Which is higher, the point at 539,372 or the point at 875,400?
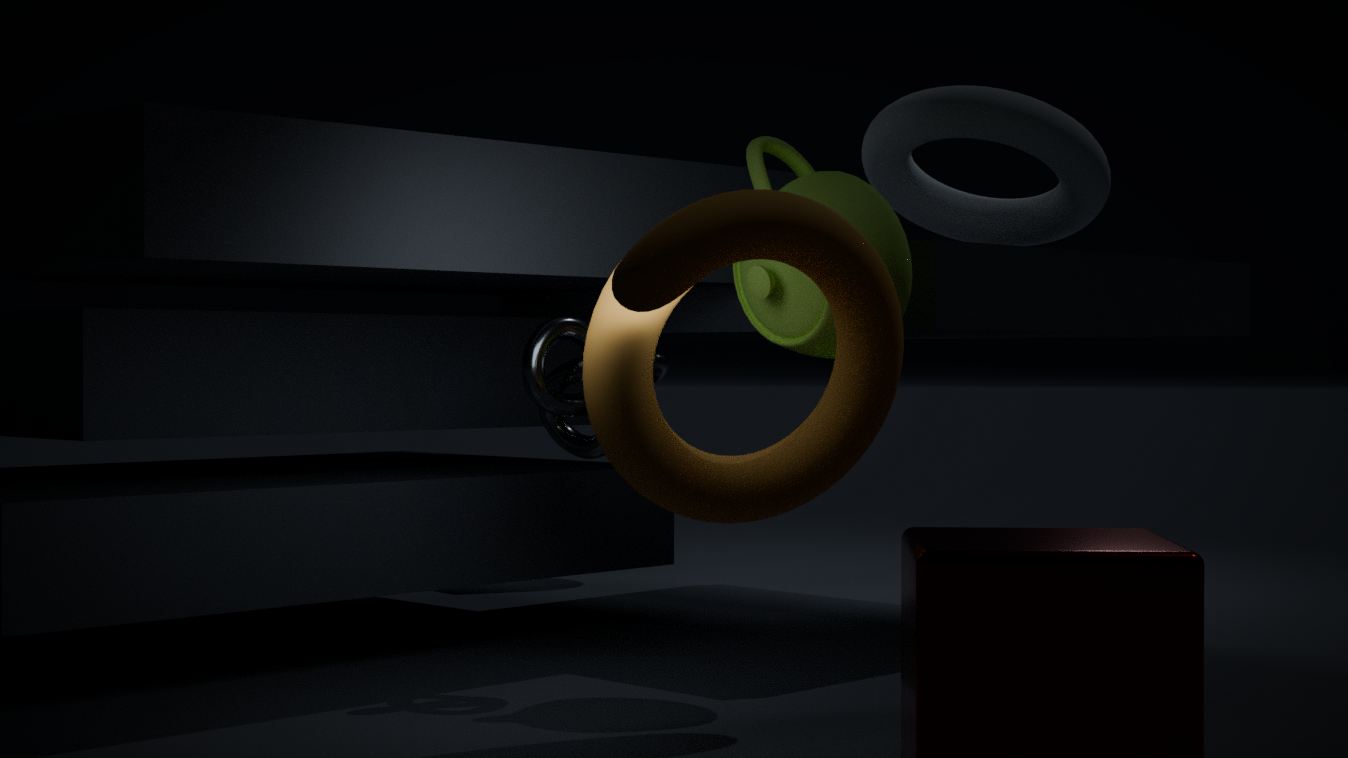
the point at 875,400
